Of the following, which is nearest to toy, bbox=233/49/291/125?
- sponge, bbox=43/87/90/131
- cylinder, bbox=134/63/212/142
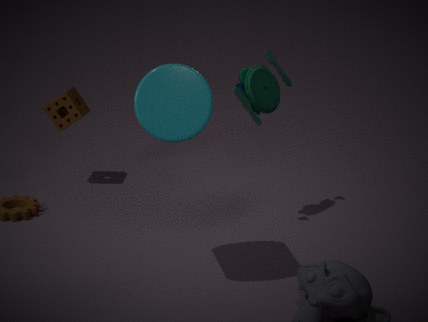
cylinder, bbox=134/63/212/142
